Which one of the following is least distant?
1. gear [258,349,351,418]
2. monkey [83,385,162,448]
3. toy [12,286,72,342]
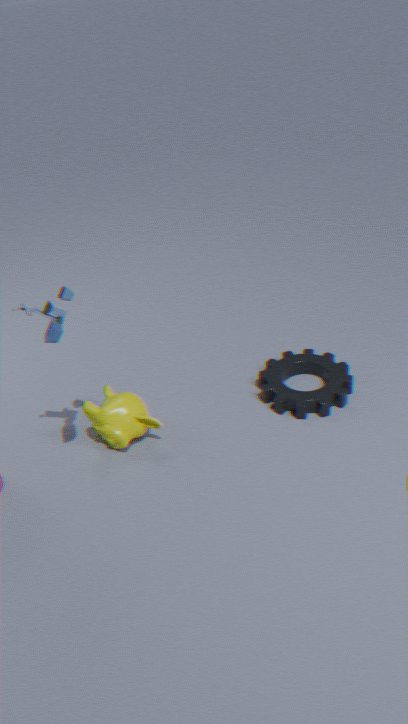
toy [12,286,72,342]
